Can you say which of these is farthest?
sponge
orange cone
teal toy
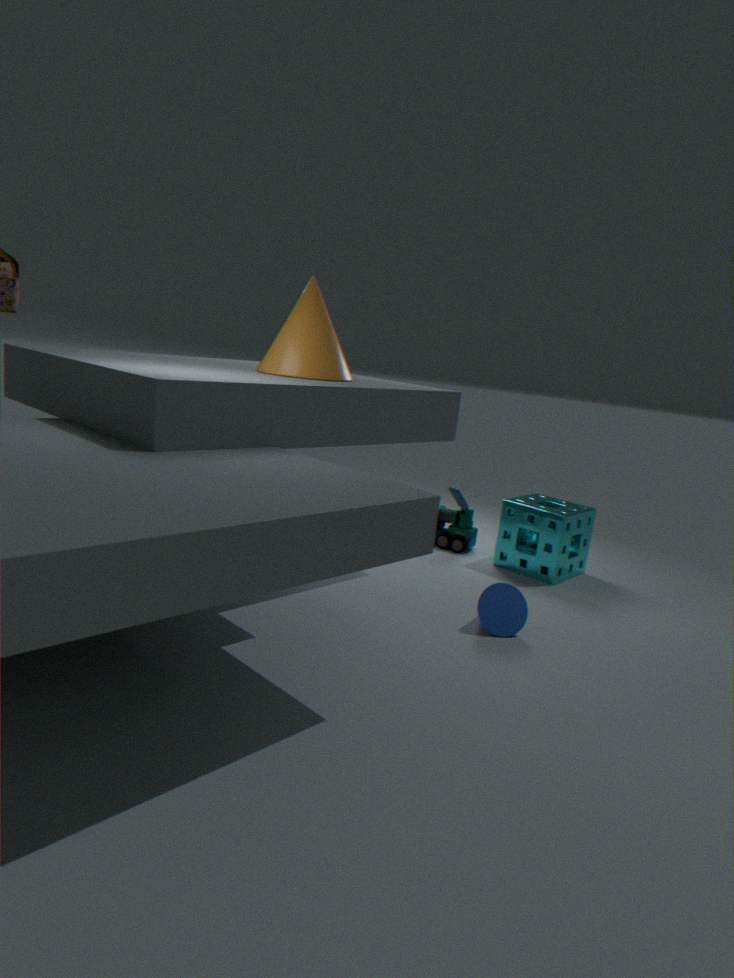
teal toy
